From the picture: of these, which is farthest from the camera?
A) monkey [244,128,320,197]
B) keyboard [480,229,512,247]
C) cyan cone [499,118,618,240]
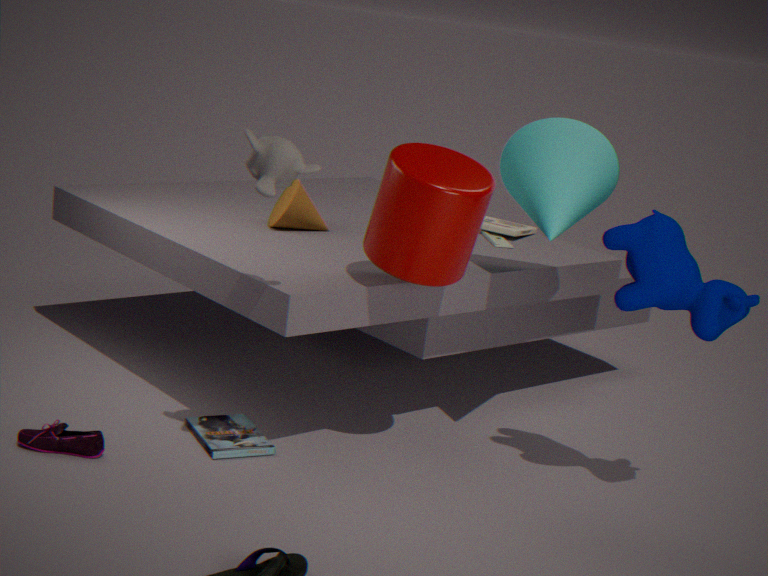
keyboard [480,229,512,247]
